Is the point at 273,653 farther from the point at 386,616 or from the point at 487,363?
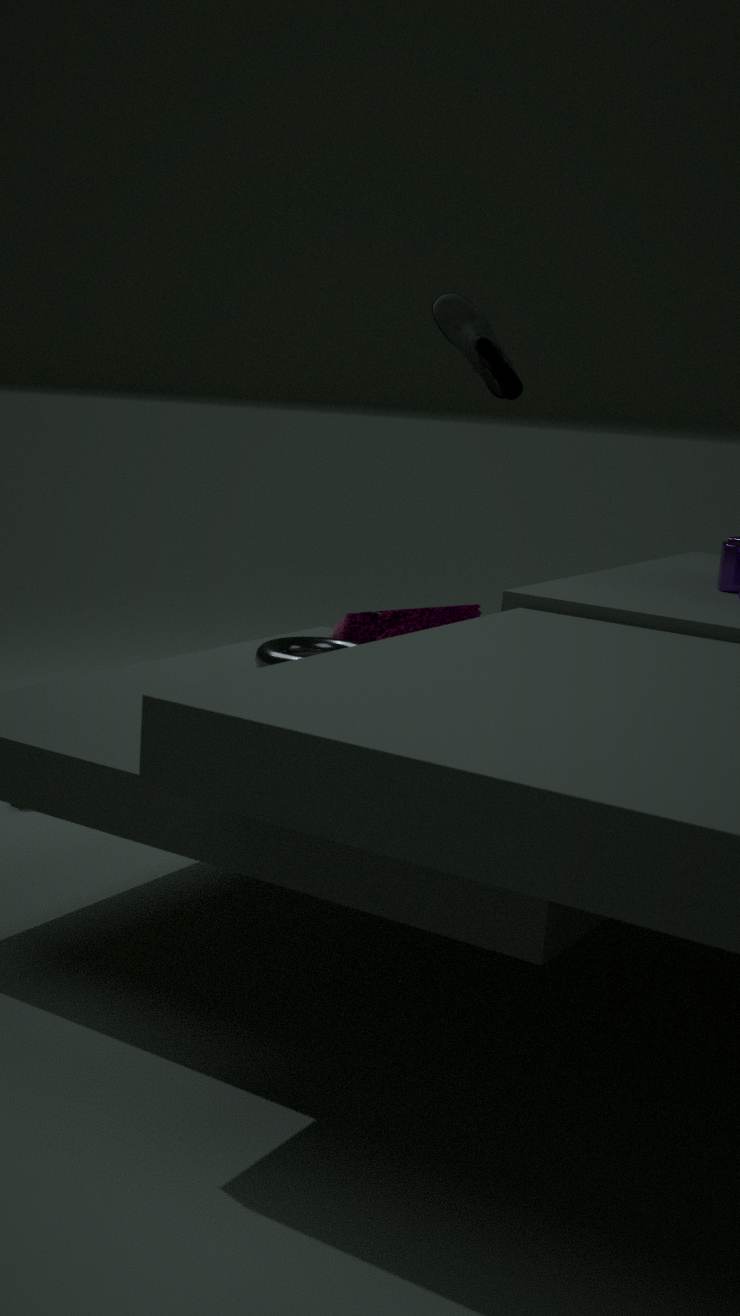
the point at 487,363
